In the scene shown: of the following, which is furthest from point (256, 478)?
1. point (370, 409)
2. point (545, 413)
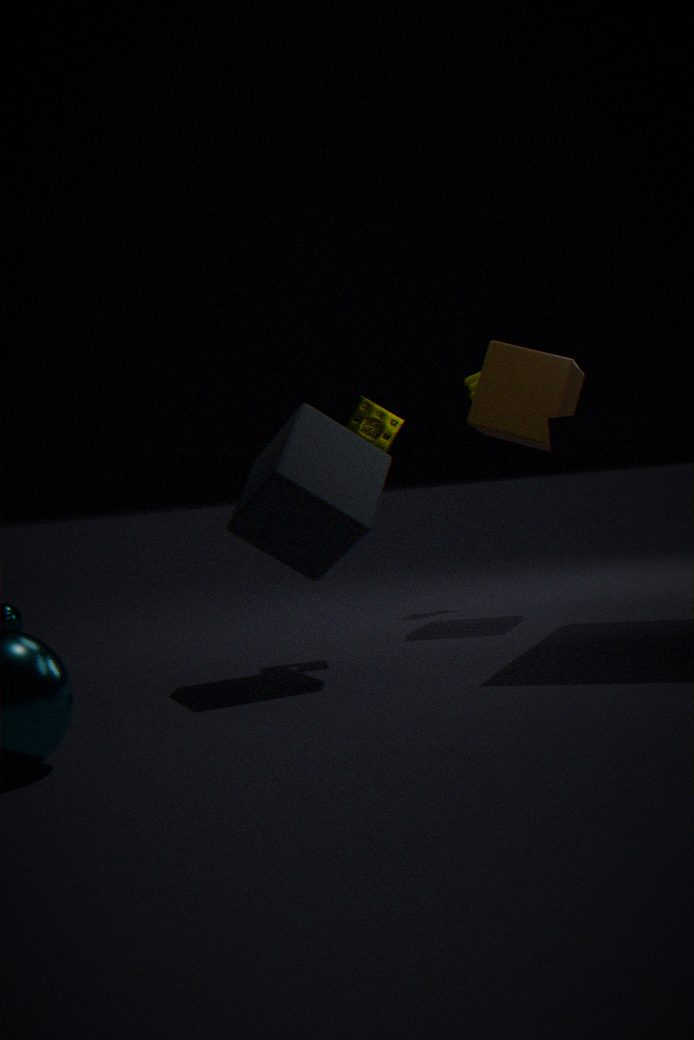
point (545, 413)
